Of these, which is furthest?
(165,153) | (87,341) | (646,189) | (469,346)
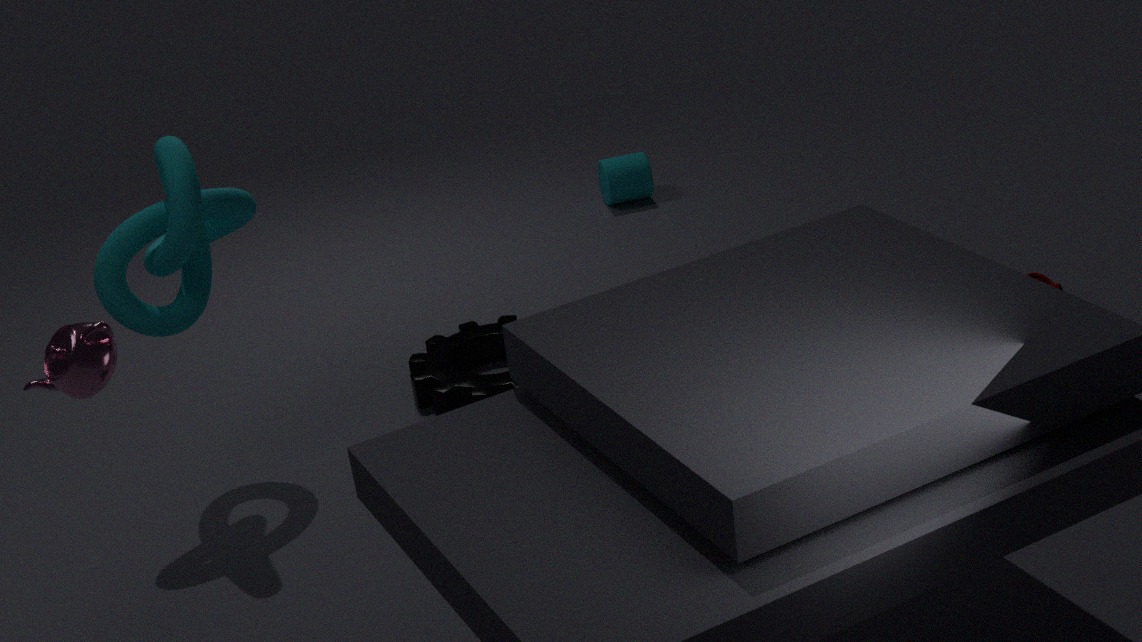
(646,189)
